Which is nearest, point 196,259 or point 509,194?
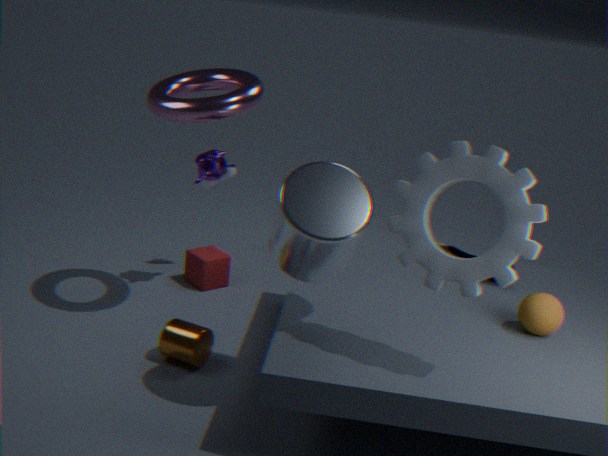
point 509,194
